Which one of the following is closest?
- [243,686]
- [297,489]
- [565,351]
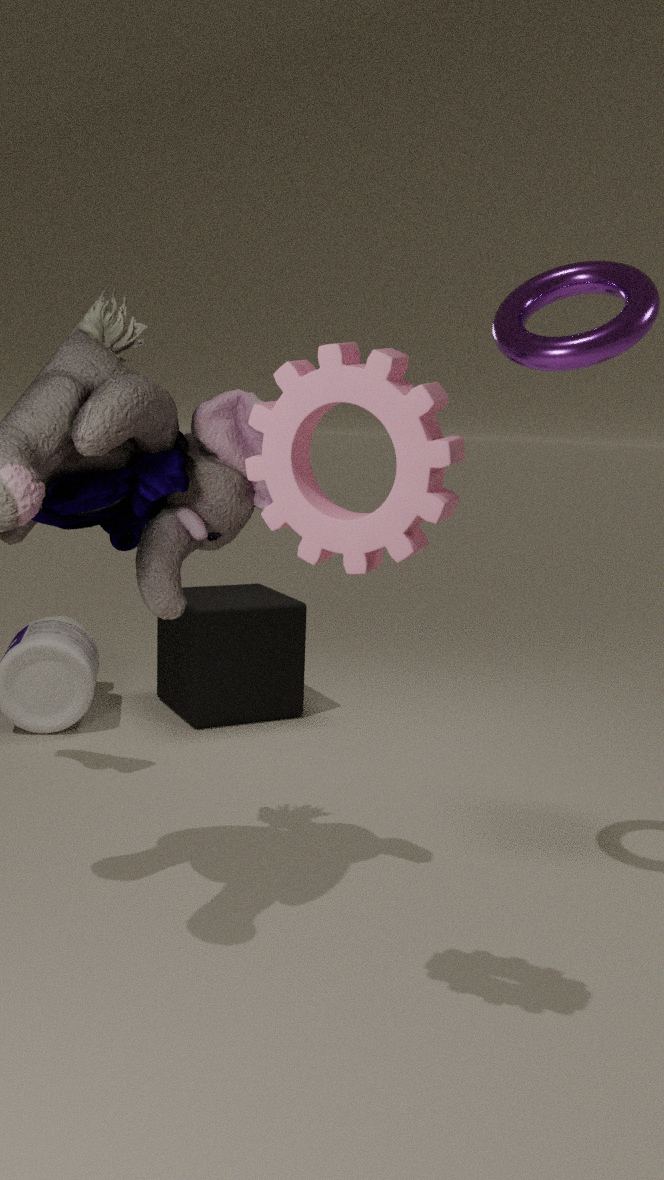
[297,489]
